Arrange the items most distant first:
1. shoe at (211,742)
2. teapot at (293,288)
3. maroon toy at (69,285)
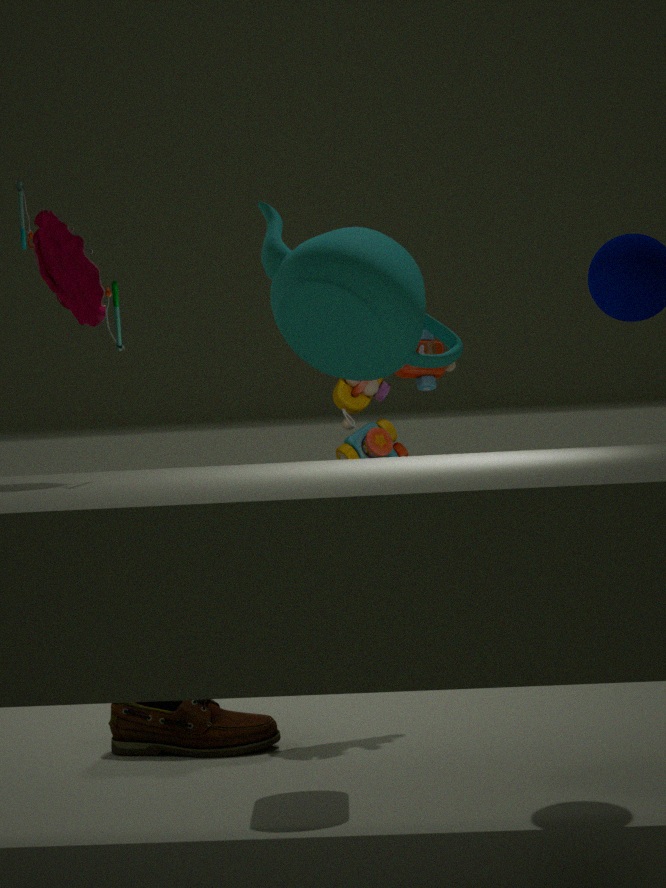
shoe at (211,742)
maroon toy at (69,285)
teapot at (293,288)
